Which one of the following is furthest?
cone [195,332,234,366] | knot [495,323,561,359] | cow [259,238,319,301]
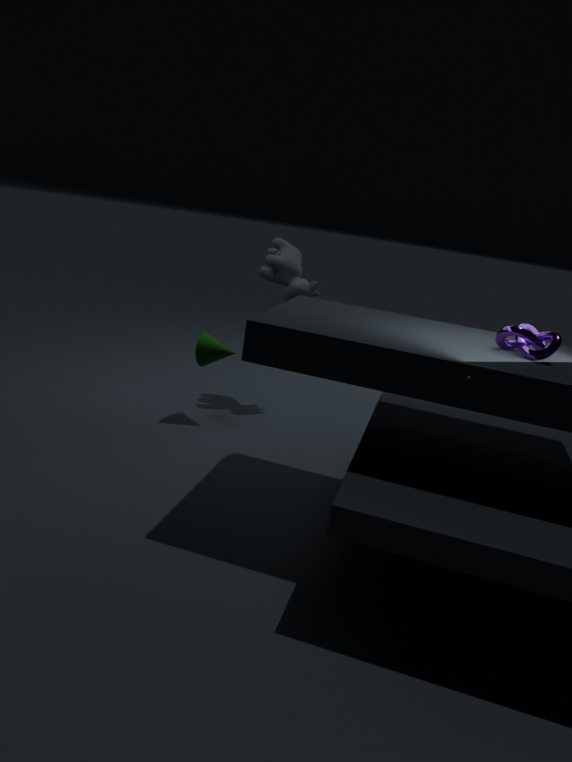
cow [259,238,319,301]
